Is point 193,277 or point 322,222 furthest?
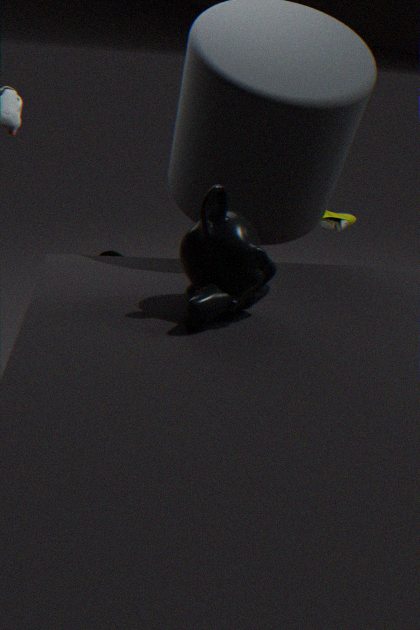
point 322,222
